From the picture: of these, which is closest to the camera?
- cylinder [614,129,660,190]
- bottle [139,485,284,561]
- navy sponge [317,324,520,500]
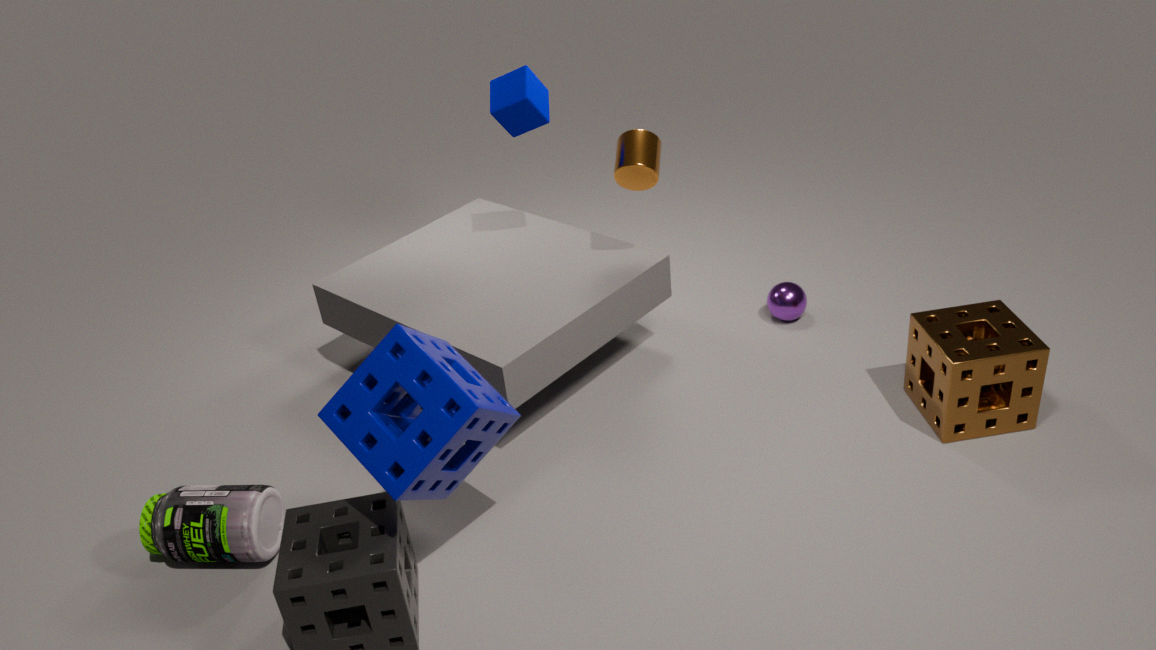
navy sponge [317,324,520,500]
